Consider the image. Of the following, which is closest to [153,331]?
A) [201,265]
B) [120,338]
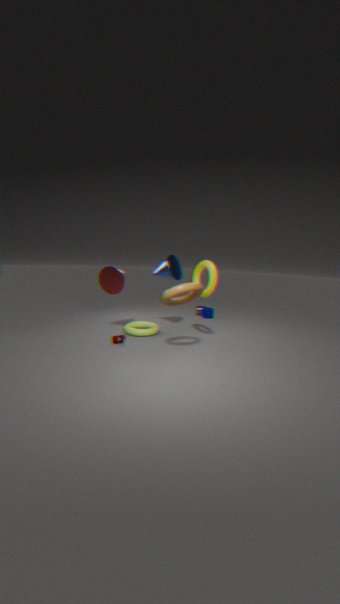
[120,338]
